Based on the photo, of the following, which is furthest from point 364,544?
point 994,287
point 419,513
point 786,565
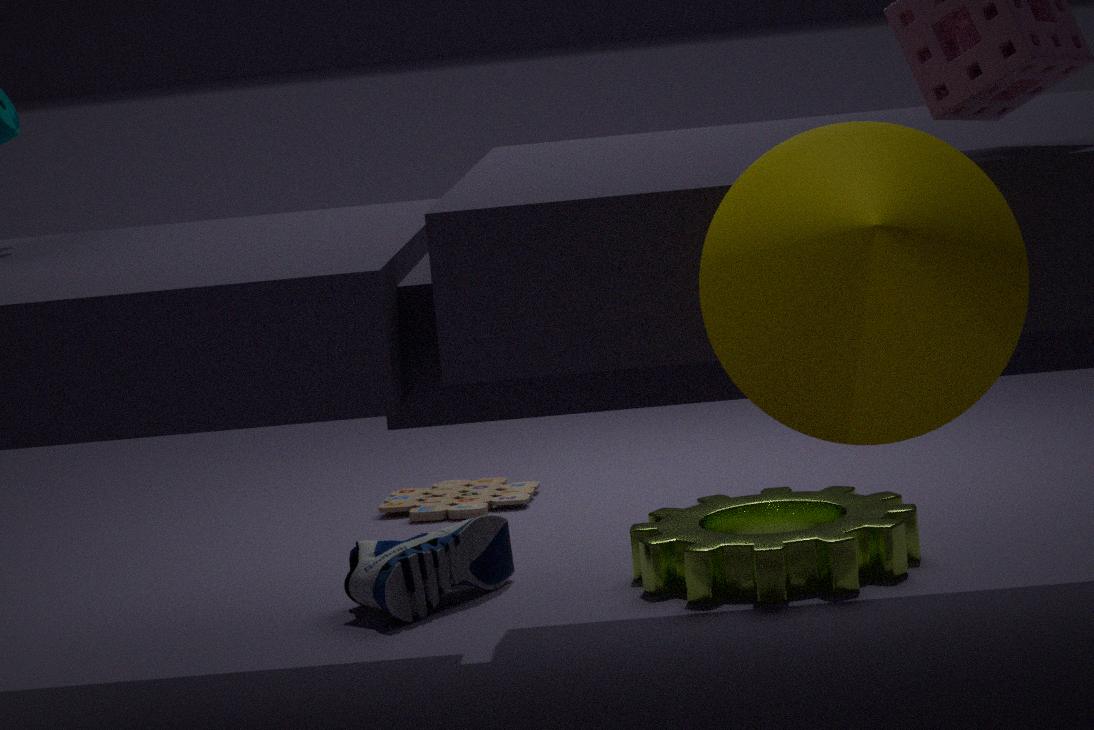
point 994,287
